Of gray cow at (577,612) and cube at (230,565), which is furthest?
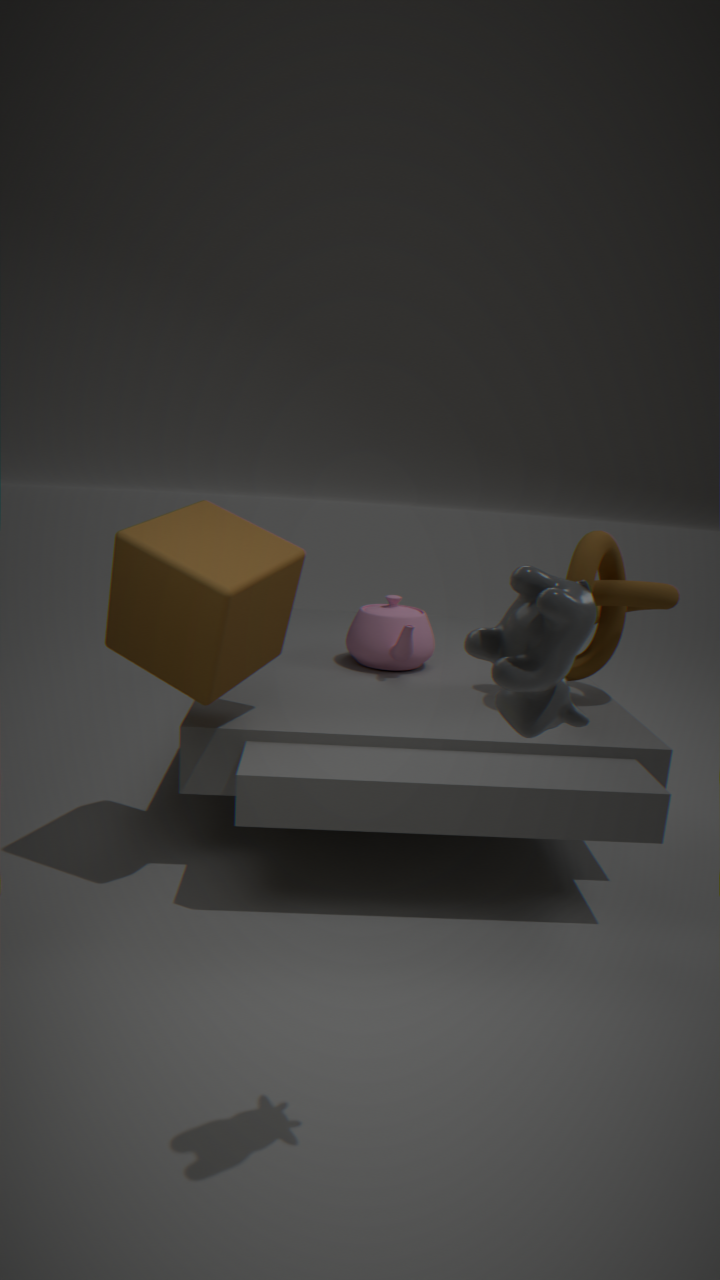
cube at (230,565)
